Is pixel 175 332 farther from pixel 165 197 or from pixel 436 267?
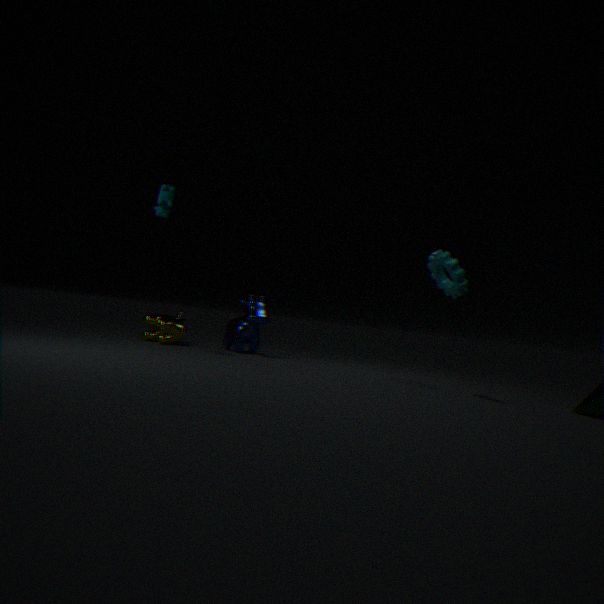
pixel 436 267
